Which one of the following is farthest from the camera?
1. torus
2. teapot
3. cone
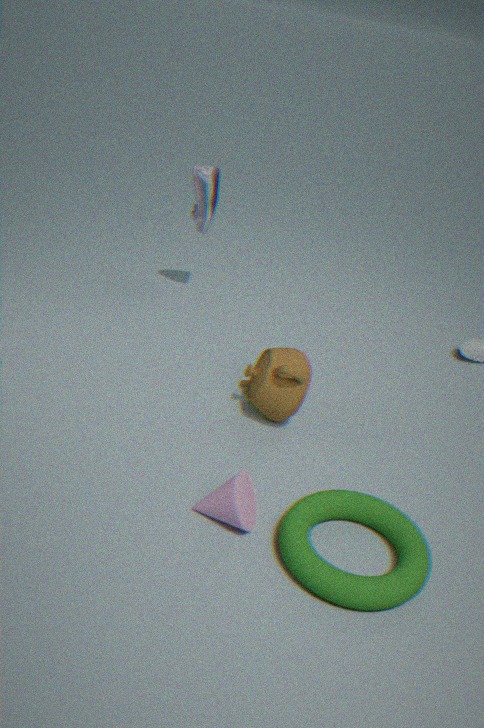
teapot
